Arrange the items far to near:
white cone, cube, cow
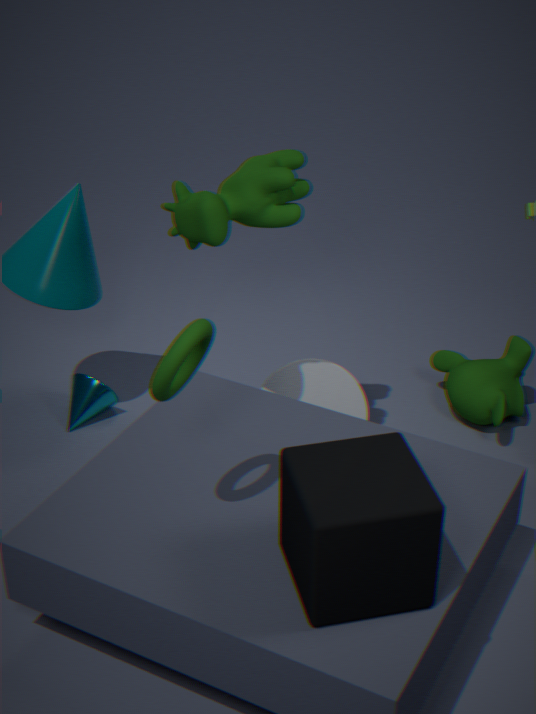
white cone < cow < cube
